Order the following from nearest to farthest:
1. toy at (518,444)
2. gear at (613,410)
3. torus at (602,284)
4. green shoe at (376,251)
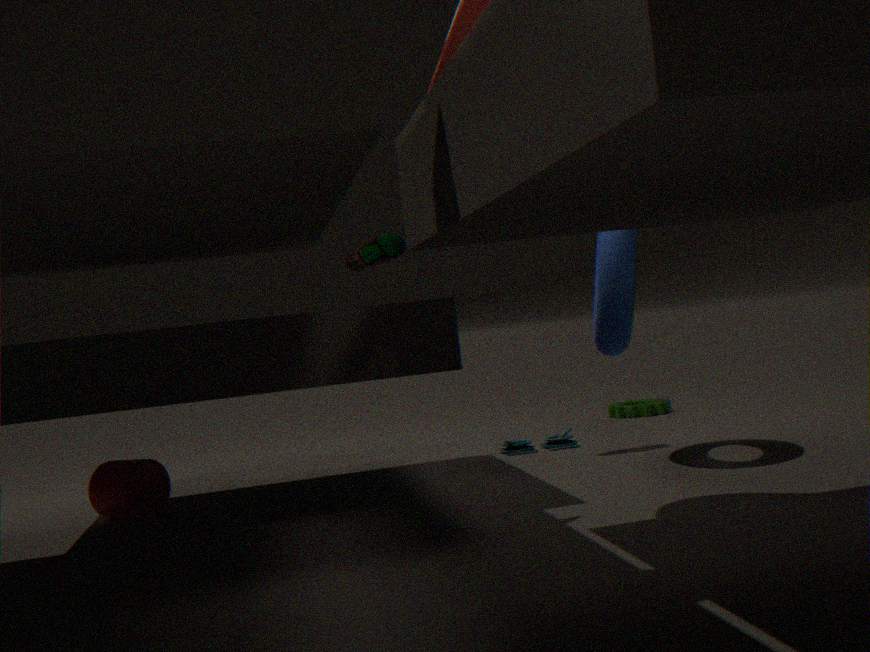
green shoe at (376,251) < torus at (602,284) < toy at (518,444) < gear at (613,410)
